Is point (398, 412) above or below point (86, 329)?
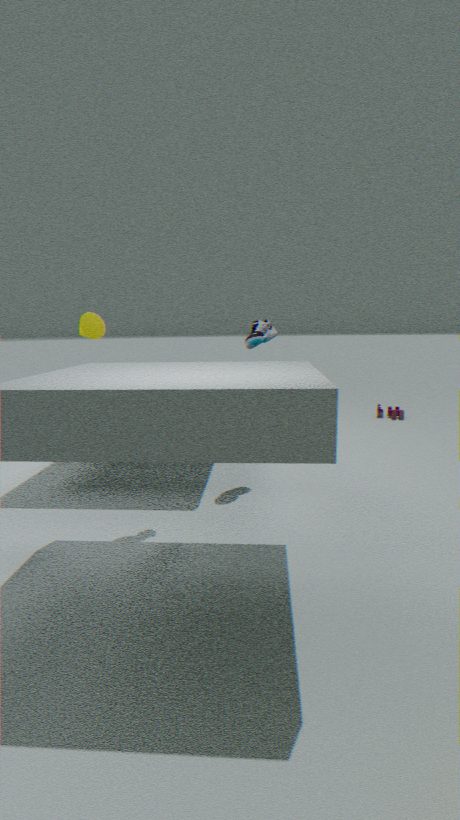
below
